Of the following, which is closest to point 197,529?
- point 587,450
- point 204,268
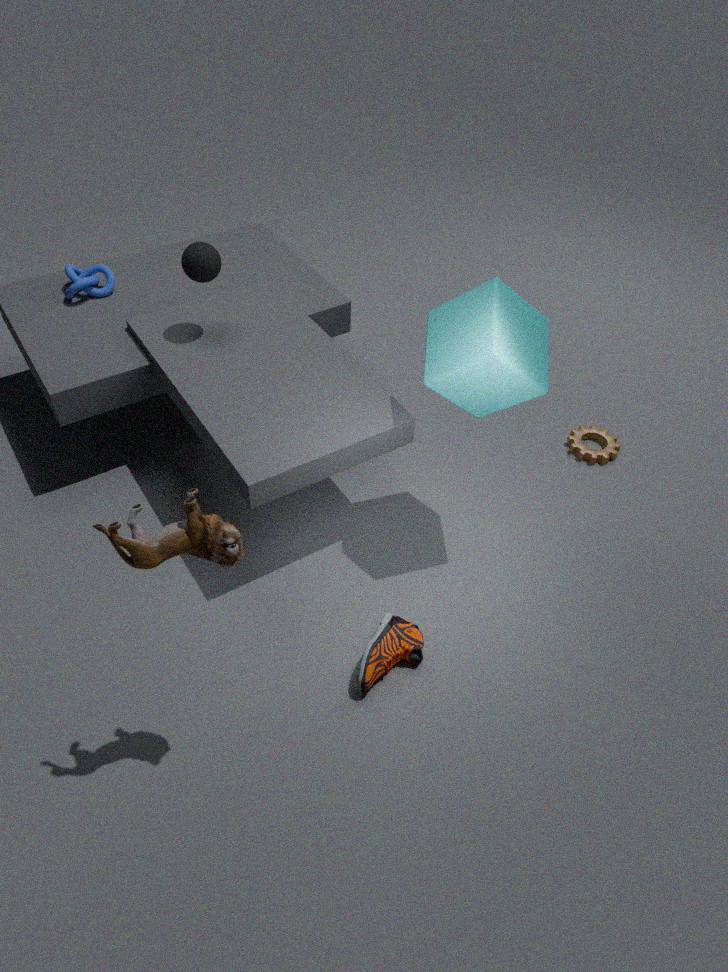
point 204,268
